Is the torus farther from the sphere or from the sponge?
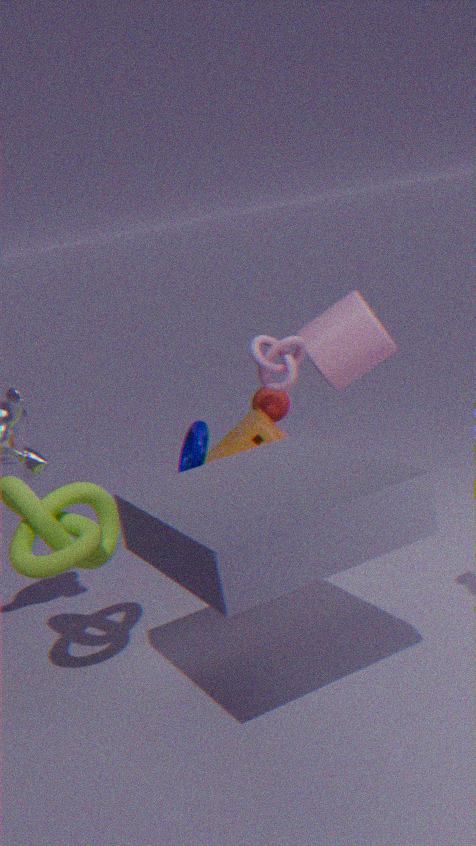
the sphere
